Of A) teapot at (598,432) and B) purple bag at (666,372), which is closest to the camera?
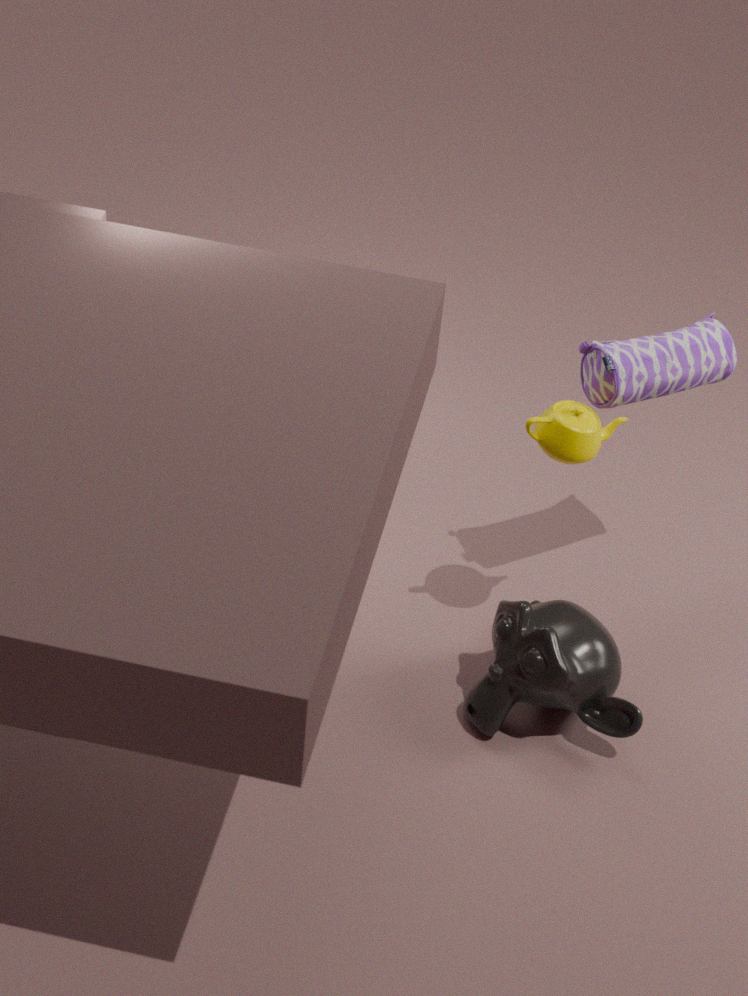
A. teapot at (598,432)
